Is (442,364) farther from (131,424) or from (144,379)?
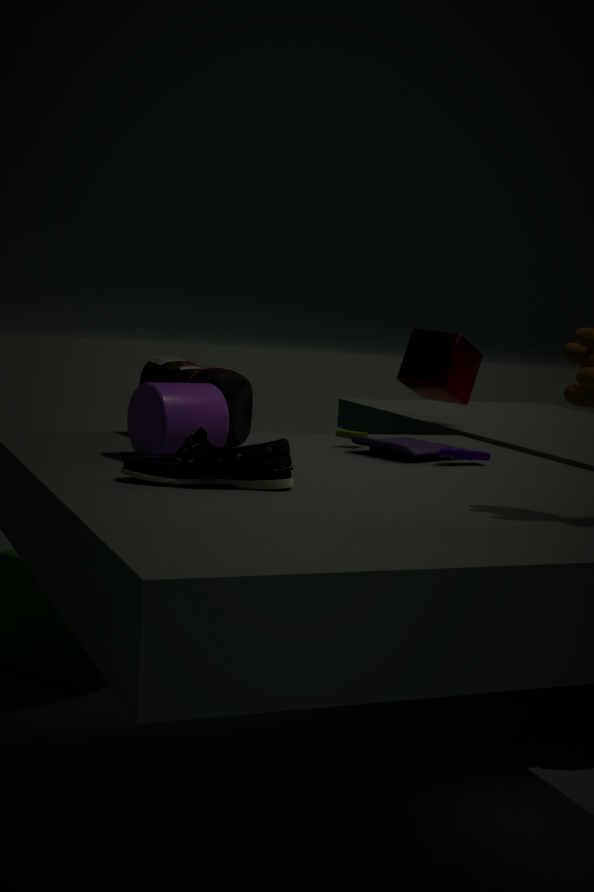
(131,424)
